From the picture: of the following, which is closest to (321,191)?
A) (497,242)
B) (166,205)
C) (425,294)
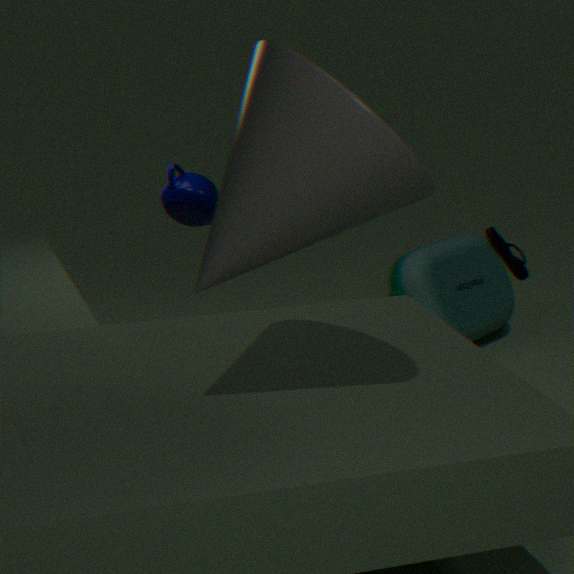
(497,242)
